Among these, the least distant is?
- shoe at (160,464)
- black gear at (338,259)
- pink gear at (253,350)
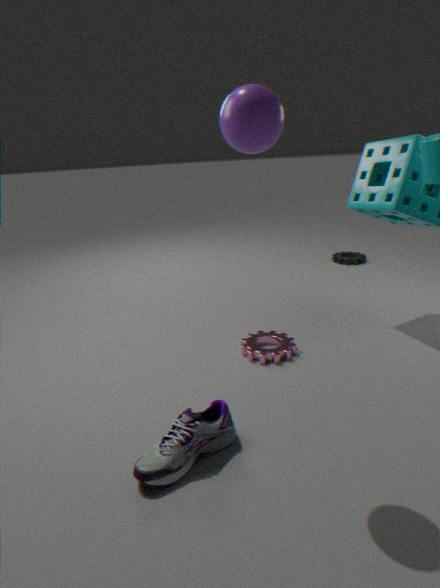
shoe at (160,464)
